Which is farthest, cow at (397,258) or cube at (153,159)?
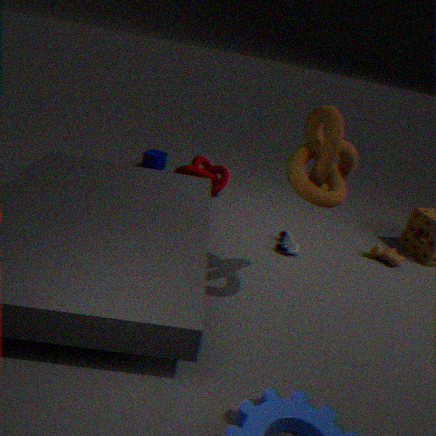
cube at (153,159)
